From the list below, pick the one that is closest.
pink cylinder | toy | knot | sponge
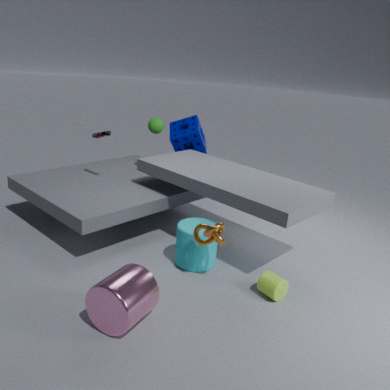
pink cylinder
